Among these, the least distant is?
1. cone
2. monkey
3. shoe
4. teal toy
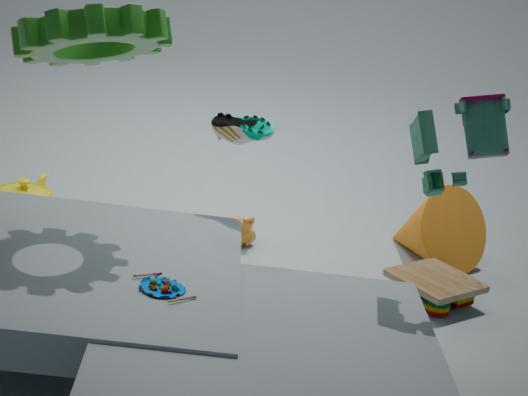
teal toy
